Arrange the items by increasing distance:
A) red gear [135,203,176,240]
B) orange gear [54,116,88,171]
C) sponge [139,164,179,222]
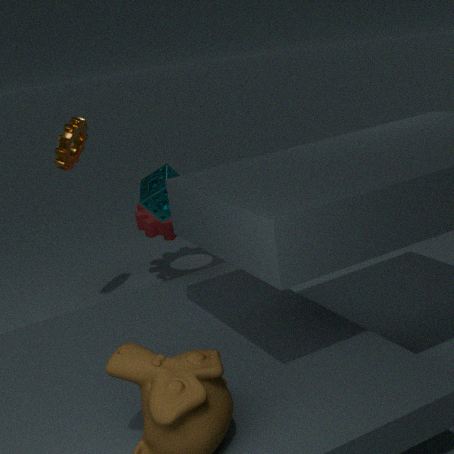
orange gear [54,116,88,171]
sponge [139,164,179,222]
red gear [135,203,176,240]
